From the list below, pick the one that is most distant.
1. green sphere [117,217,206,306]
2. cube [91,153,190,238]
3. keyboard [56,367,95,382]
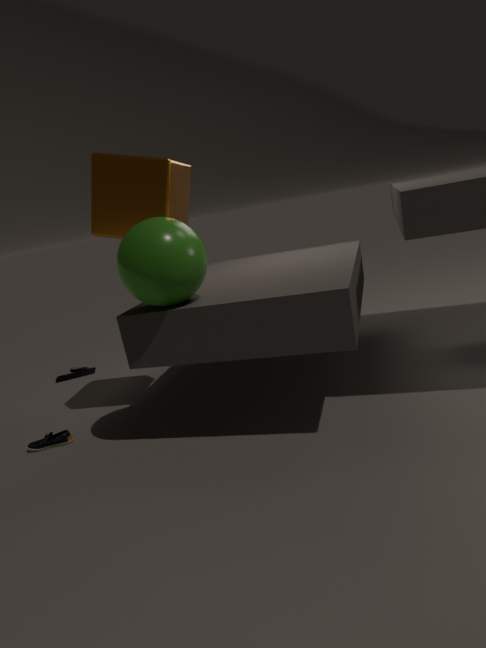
keyboard [56,367,95,382]
